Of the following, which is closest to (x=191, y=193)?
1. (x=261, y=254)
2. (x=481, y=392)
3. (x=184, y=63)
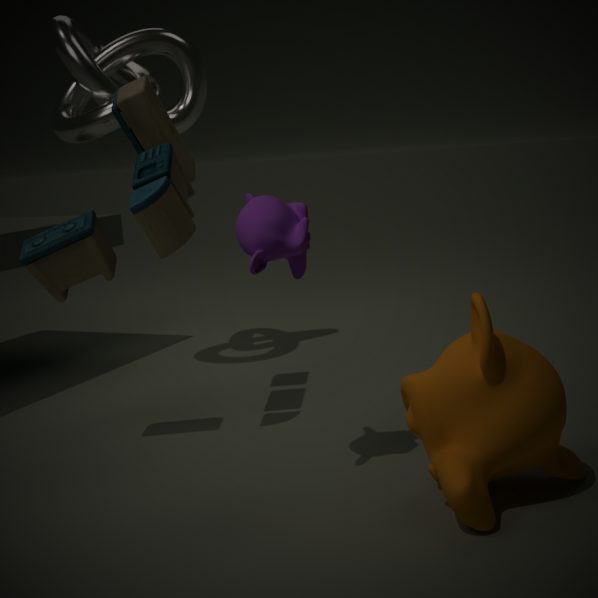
(x=261, y=254)
